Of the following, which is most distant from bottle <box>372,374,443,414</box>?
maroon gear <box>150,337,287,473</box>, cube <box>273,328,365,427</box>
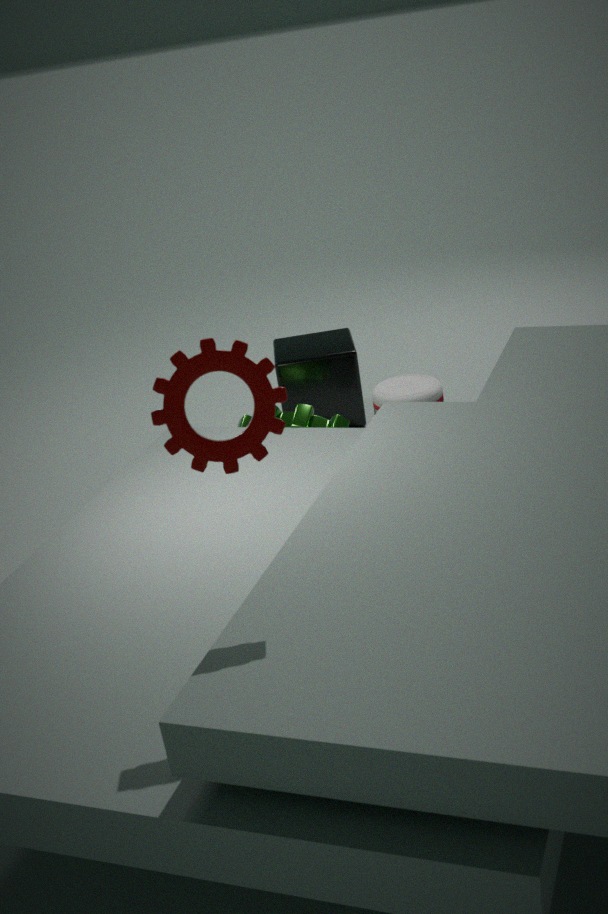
maroon gear <box>150,337,287,473</box>
